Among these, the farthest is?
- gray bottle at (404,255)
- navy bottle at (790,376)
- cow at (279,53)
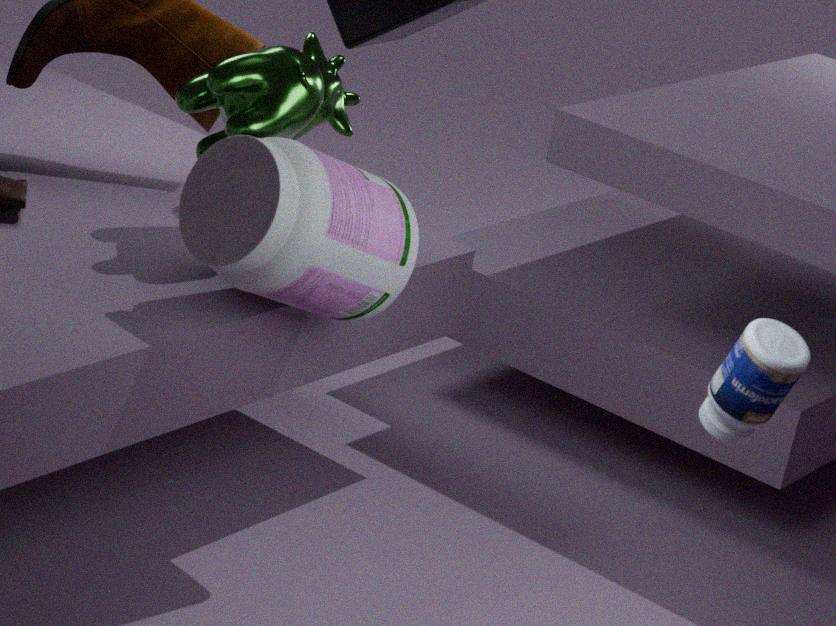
cow at (279,53)
